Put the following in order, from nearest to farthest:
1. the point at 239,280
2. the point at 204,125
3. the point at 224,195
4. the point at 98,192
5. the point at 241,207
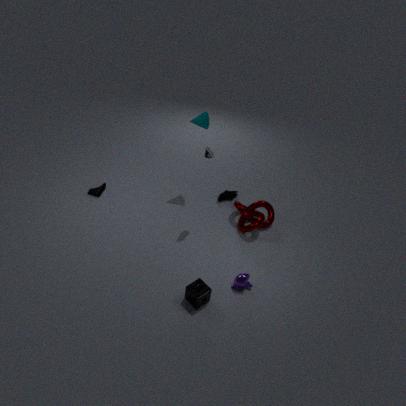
the point at 239,280
the point at 241,207
the point at 204,125
the point at 98,192
the point at 224,195
